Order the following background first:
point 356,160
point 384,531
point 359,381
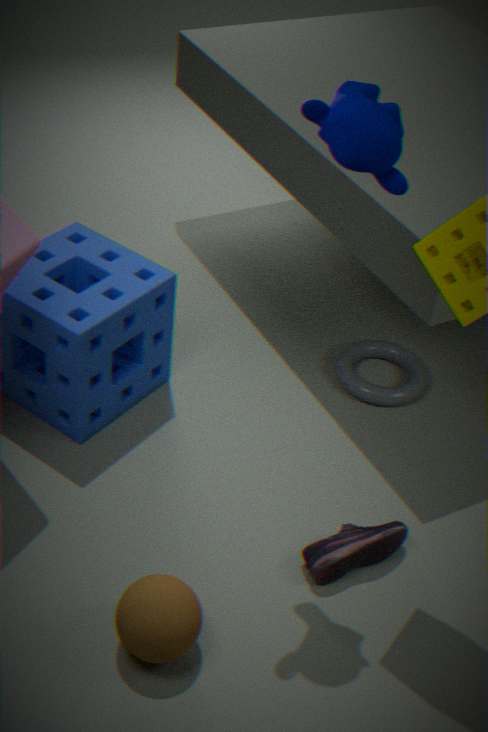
point 359,381, point 384,531, point 356,160
